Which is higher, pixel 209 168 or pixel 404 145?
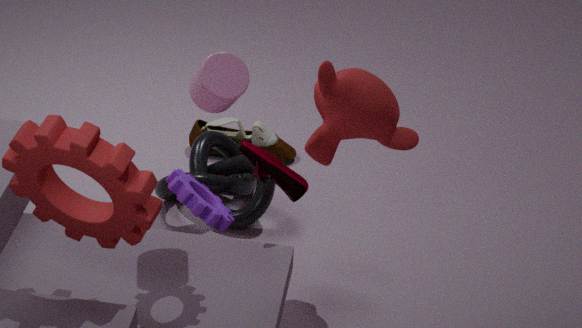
pixel 404 145
